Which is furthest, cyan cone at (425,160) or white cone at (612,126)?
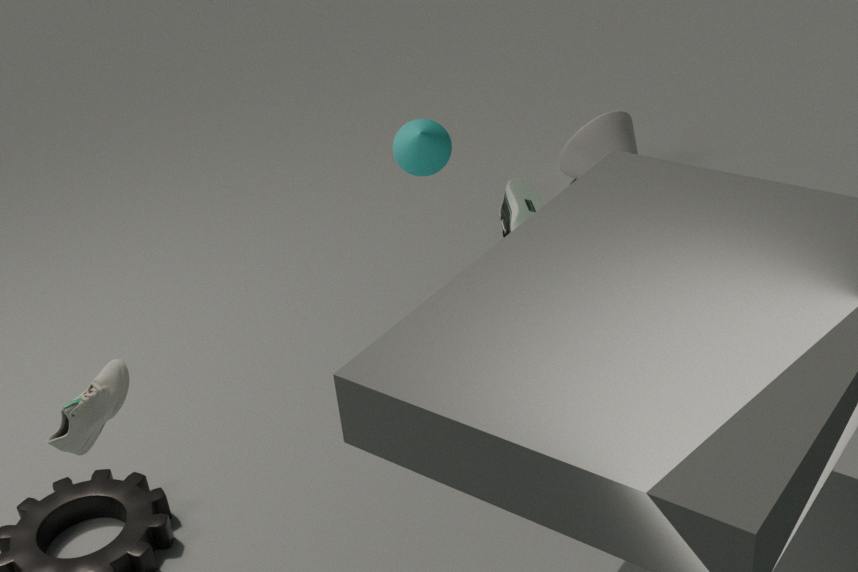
white cone at (612,126)
